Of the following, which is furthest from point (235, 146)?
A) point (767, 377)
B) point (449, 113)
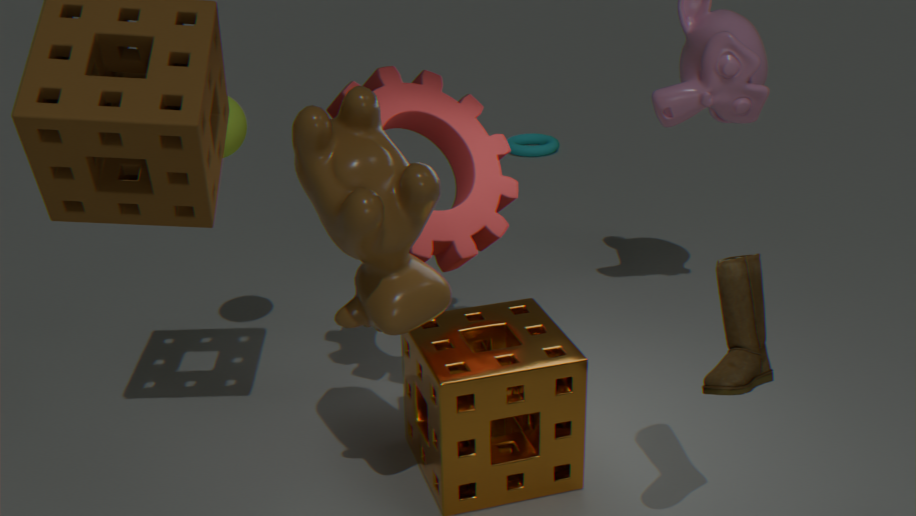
point (767, 377)
